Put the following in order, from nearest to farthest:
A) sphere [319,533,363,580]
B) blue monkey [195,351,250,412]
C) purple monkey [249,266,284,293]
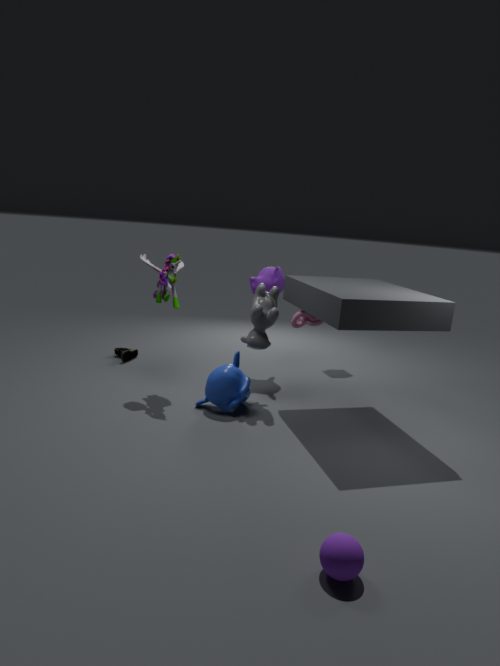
sphere [319,533,363,580], blue monkey [195,351,250,412], purple monkey [249,266,284,293]
